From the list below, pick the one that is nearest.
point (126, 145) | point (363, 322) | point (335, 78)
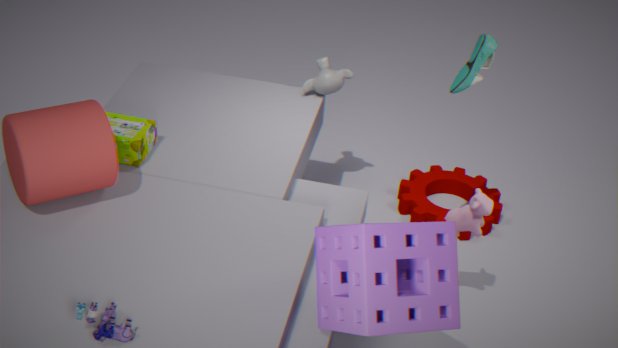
point (363, 322)
